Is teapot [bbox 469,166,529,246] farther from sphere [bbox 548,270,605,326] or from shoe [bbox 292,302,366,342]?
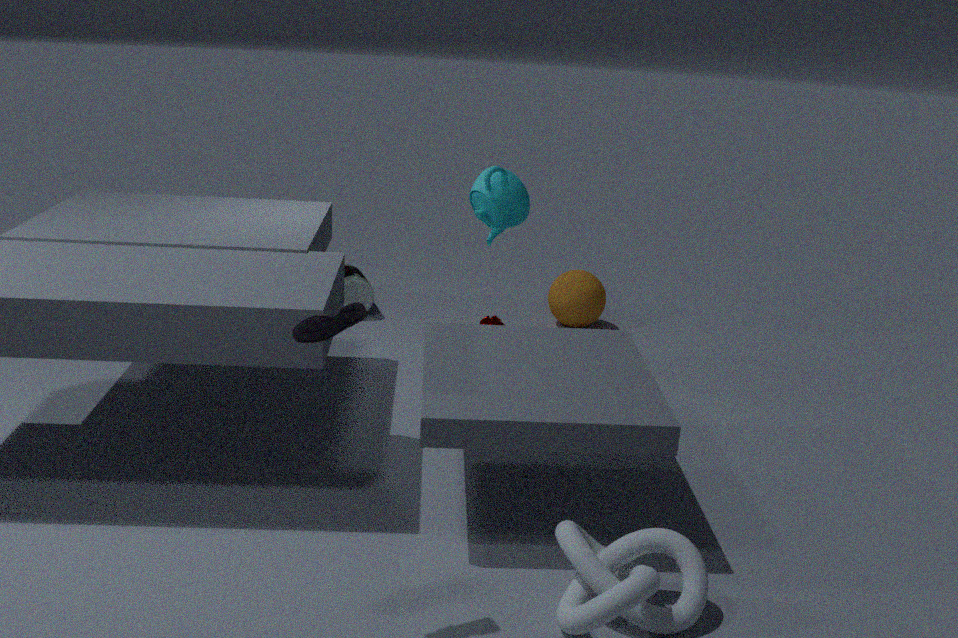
shoe [bbox 292,302,366,342]
